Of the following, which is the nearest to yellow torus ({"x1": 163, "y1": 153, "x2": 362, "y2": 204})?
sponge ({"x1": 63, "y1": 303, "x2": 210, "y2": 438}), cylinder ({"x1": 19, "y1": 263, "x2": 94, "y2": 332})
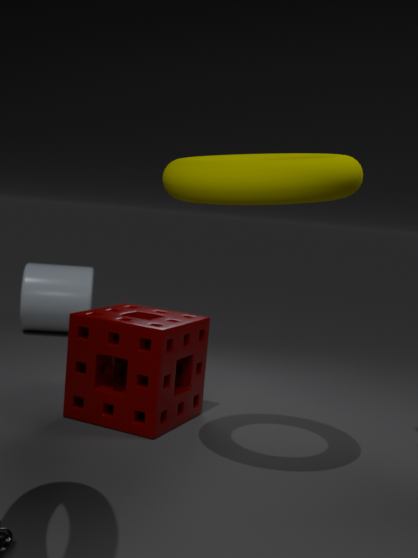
sponge ({"x1": 63, "y1": 303, "x2": 210, "y2": 438})
